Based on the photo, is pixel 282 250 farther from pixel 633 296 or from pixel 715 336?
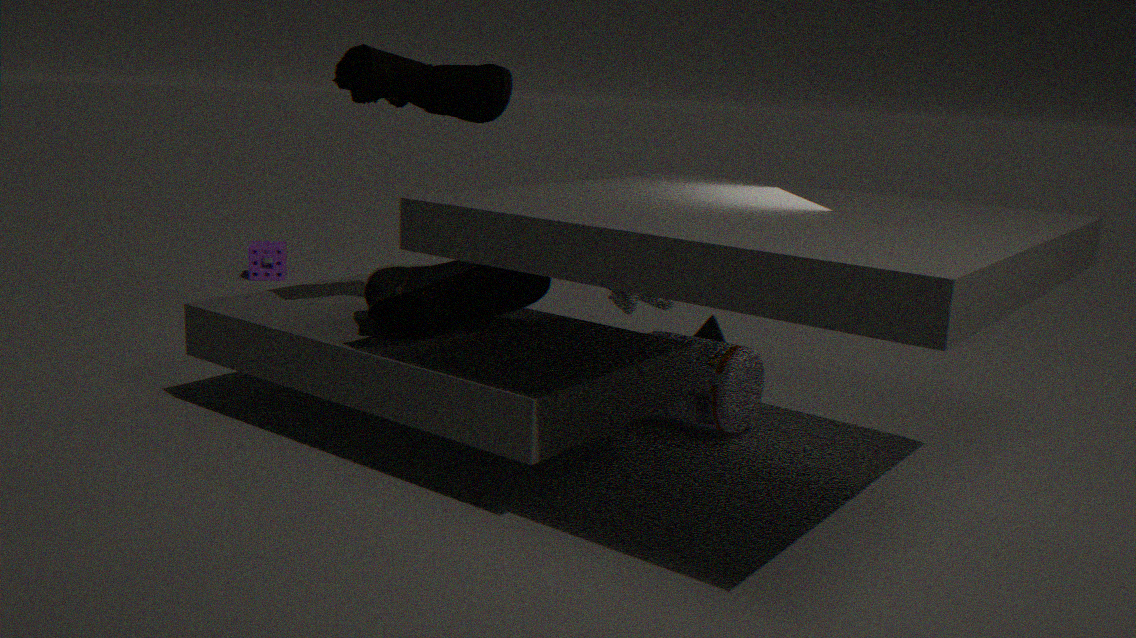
pixel 633 296
